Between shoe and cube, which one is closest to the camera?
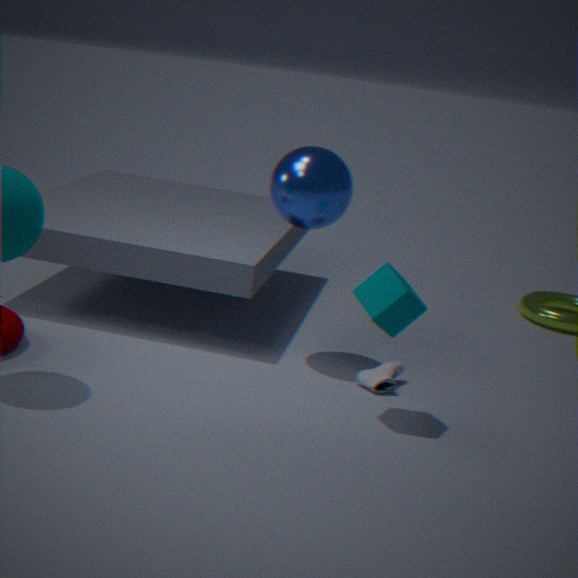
cube
